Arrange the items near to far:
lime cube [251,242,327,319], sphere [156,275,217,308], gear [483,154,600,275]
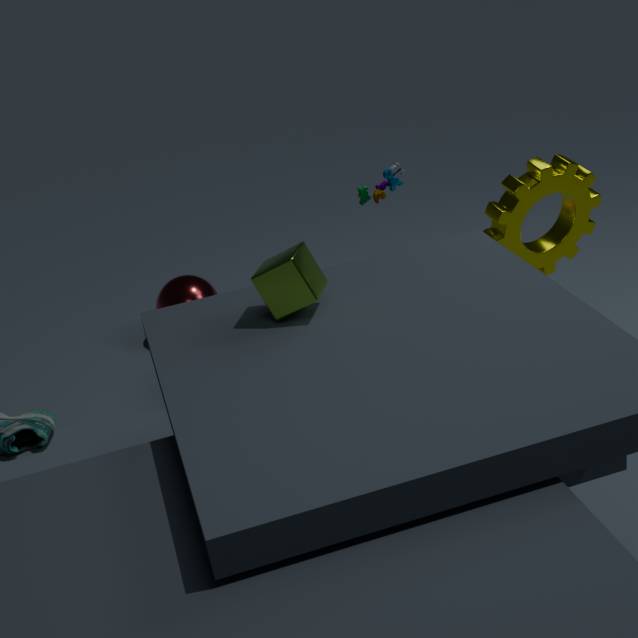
lime cube [251,242,327,319]
gear [483,154,600,275]
sphere [156,275,217,308]
